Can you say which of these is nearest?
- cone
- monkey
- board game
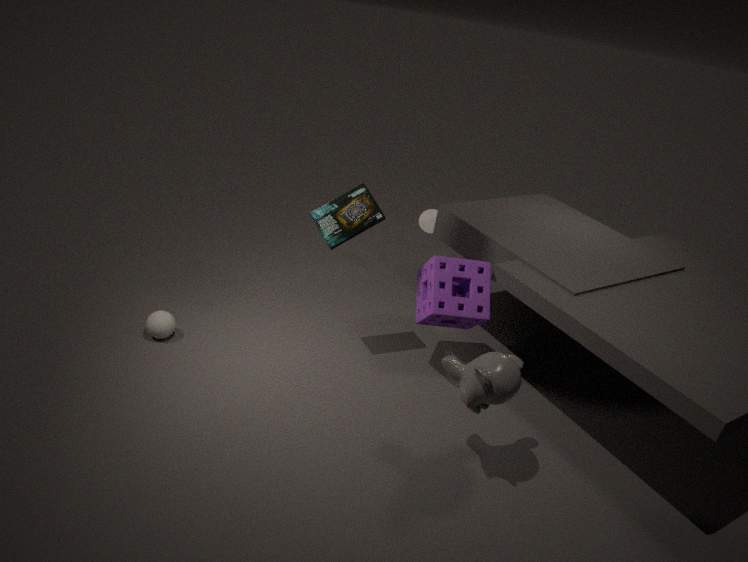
monkey
